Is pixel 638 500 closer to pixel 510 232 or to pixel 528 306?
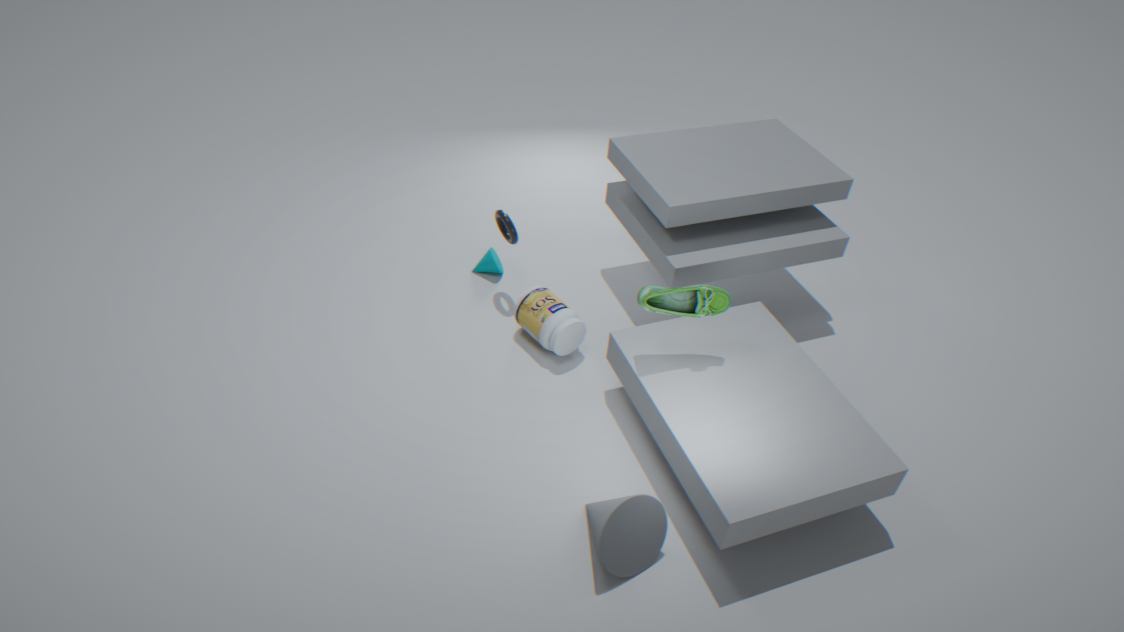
pixel 528 306
